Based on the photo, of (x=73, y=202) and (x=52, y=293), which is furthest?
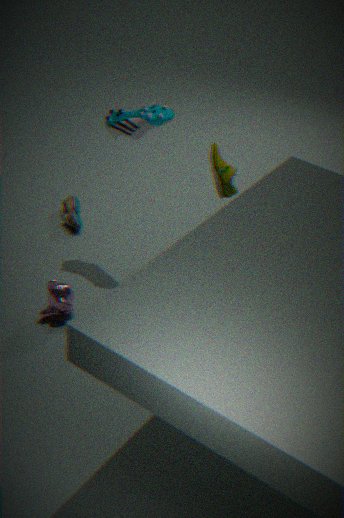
(x=73, y=202)
